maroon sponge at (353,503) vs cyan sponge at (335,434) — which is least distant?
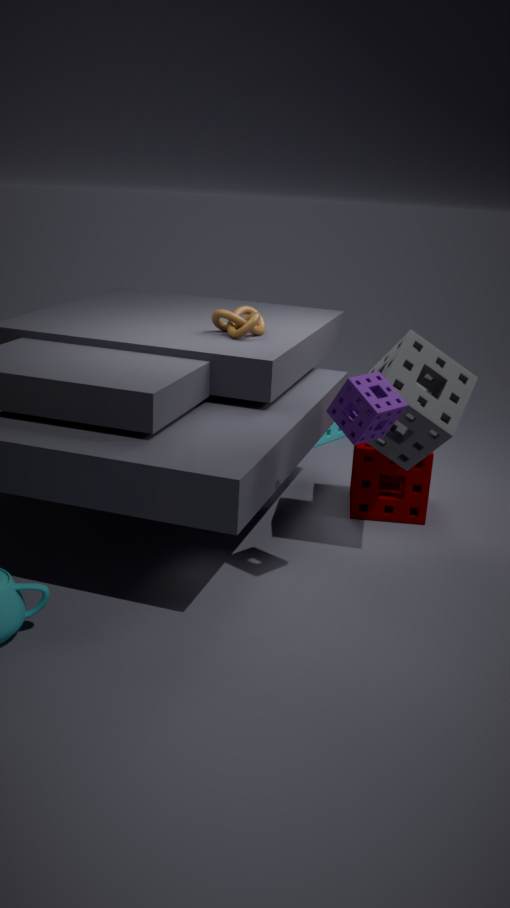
maroon sponge at (353,503)
